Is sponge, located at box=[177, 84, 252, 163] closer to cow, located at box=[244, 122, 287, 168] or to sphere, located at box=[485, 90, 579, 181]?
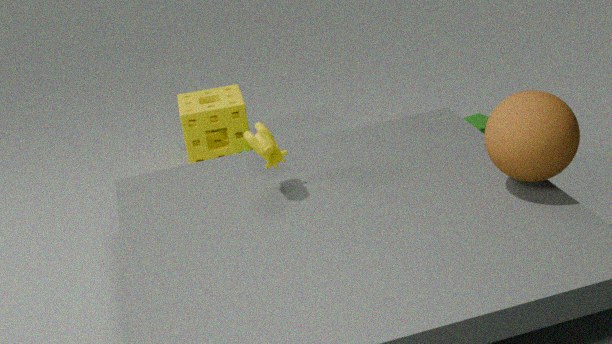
cow, located at box=[244, 122, 287, 168]
